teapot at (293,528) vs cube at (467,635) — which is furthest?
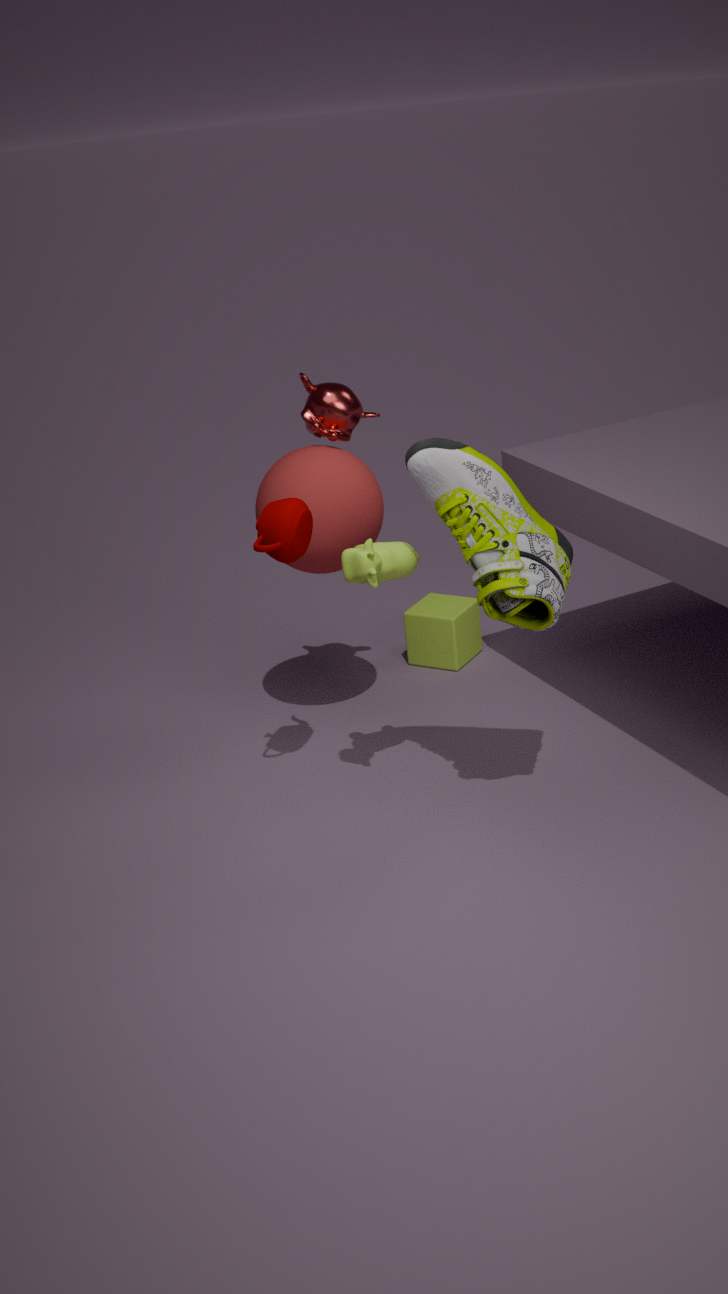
cube at (467,635)
